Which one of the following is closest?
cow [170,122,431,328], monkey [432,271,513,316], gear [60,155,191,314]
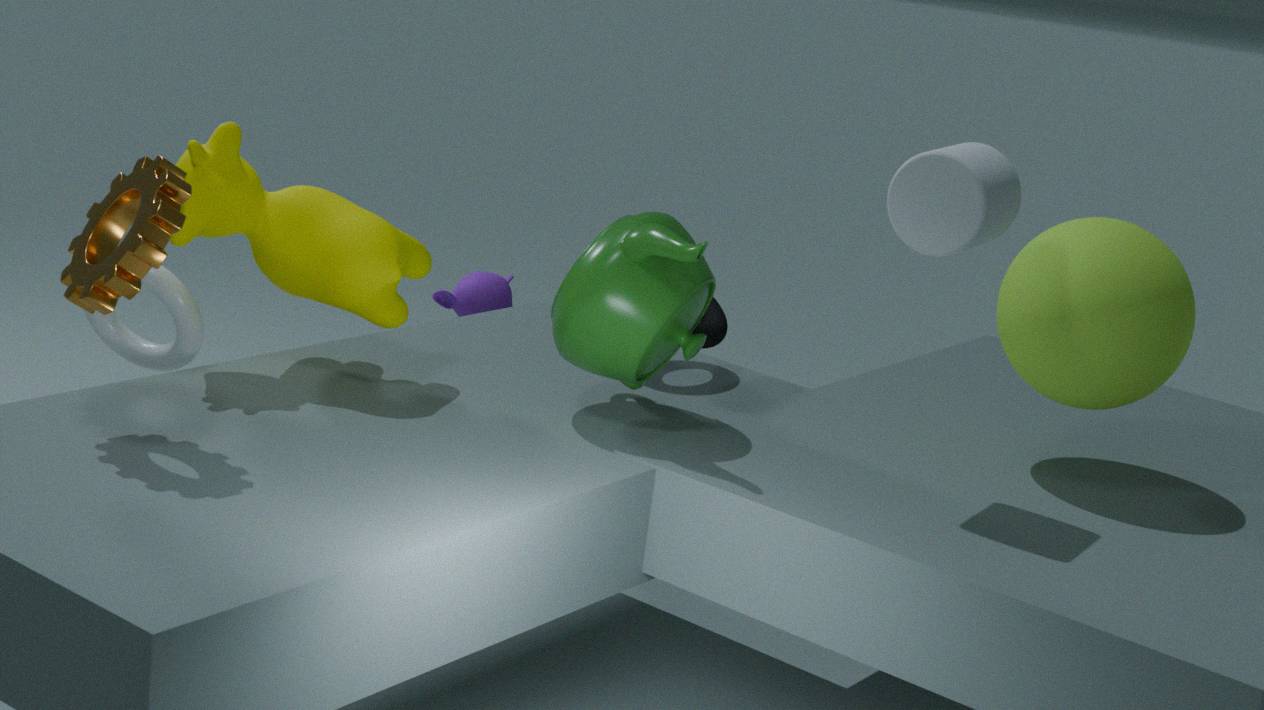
gear [60,155,191,314]
